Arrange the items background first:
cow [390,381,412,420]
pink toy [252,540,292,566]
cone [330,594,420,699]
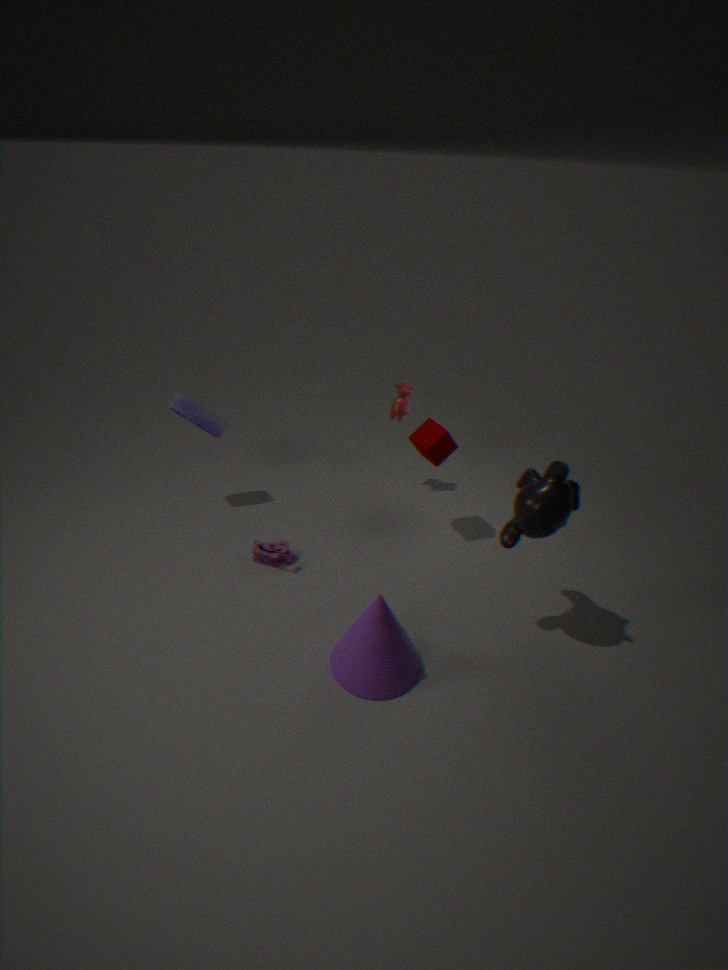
cow [390,381,412,420], pink toy [252,540,292,566], cone [330,594,420,699]
